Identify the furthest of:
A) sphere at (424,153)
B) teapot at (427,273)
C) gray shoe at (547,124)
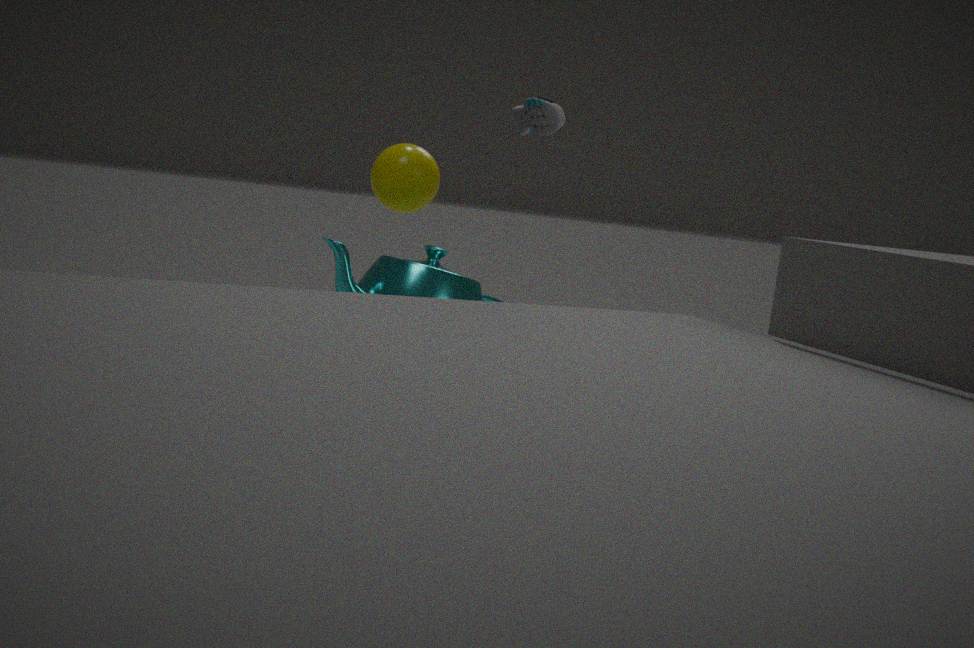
sphere at (424,153)
